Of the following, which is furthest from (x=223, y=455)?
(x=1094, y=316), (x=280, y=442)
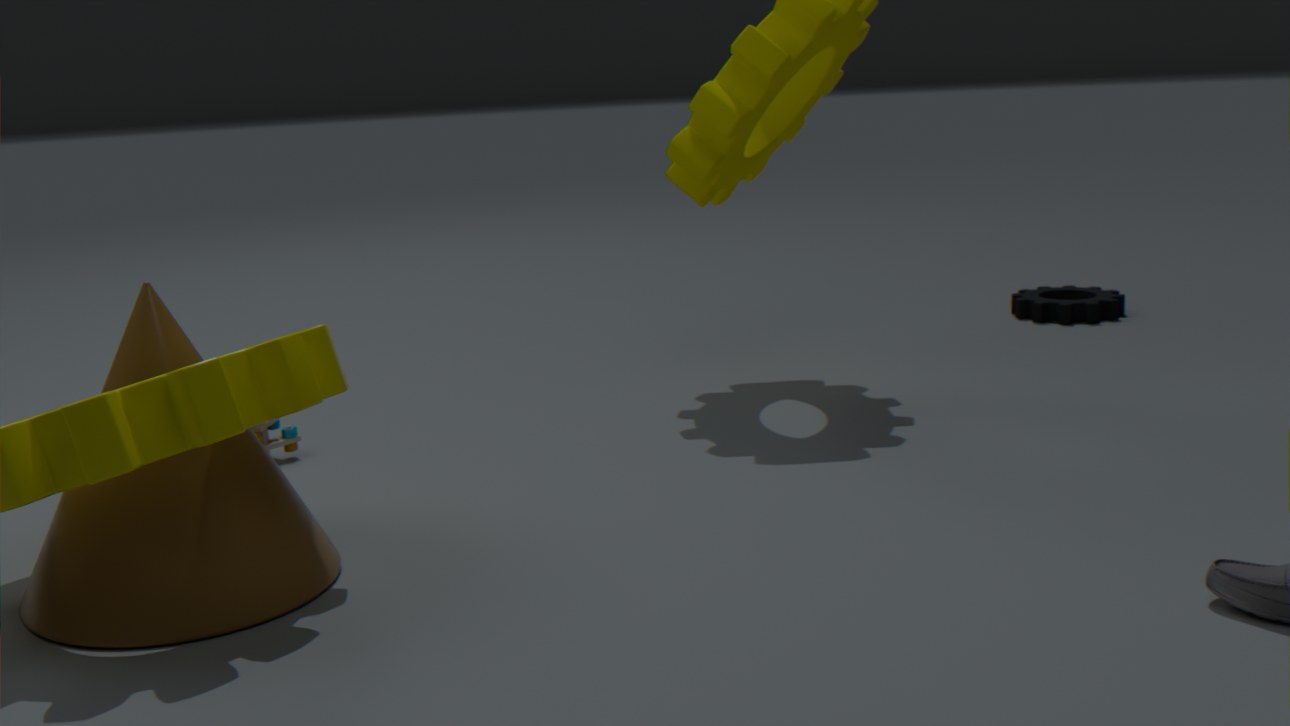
(x=1094, y=316)
